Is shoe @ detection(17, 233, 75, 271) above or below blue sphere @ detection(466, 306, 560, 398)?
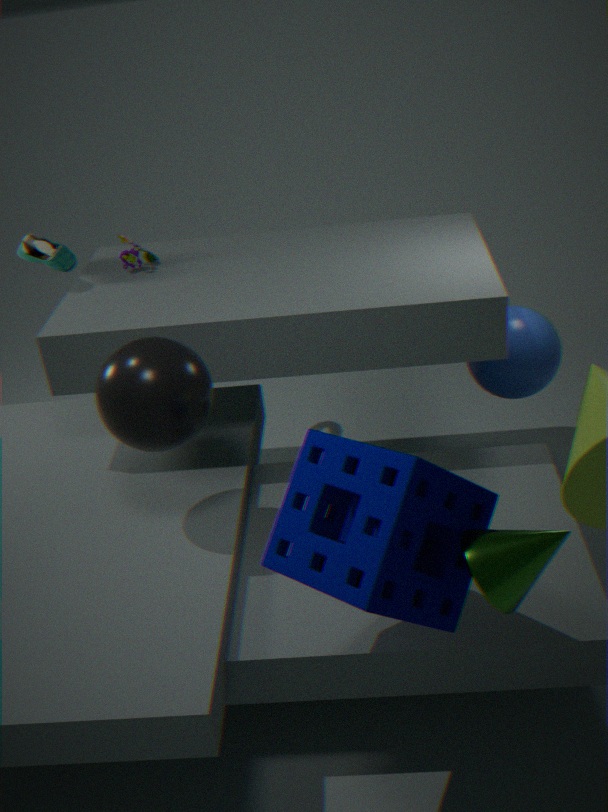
above
